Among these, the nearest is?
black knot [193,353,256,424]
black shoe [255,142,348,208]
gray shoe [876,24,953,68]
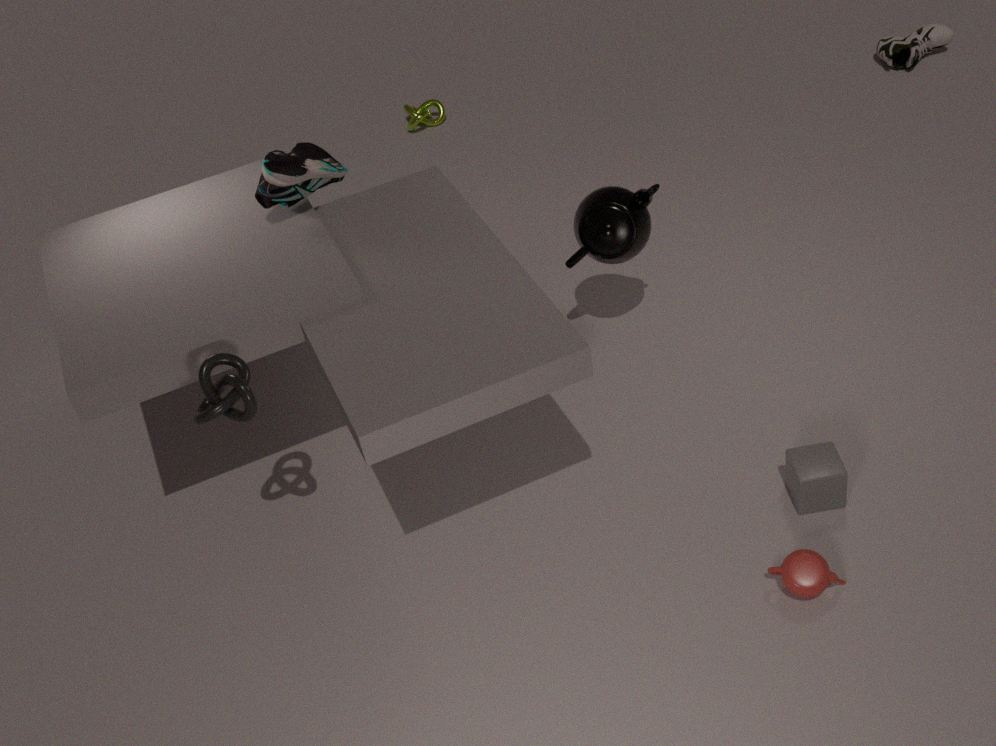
black knot [193,353,256,424]
